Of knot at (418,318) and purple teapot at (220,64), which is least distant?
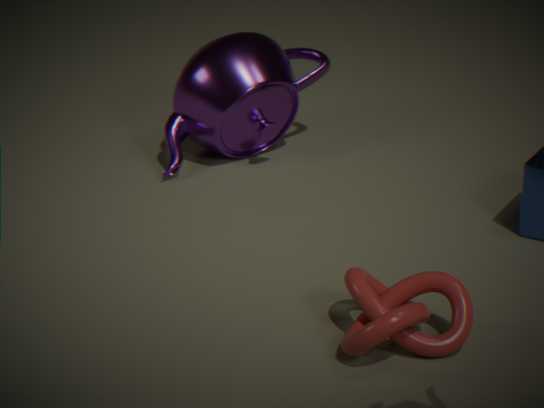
knot at (418,318)
